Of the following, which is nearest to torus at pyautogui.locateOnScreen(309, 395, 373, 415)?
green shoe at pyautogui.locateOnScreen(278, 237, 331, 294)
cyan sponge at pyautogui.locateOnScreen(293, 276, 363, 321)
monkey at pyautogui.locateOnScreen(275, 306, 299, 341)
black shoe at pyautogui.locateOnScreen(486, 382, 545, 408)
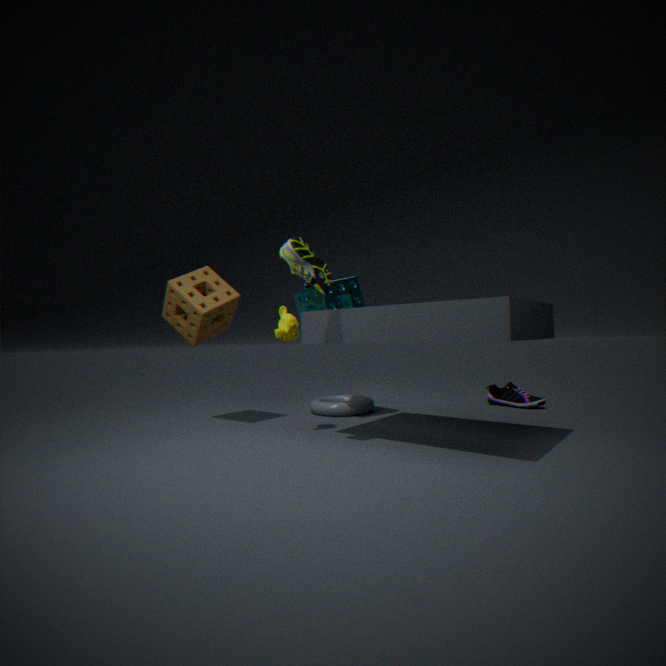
cyan sponge at pyautogui.locateOnScreen(293, 276, 363, 321)
